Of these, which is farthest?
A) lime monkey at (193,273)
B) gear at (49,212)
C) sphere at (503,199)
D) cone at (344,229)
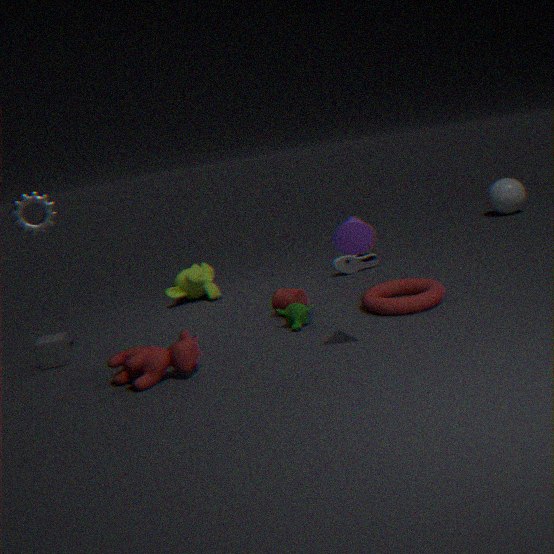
sphere at (503,199)
